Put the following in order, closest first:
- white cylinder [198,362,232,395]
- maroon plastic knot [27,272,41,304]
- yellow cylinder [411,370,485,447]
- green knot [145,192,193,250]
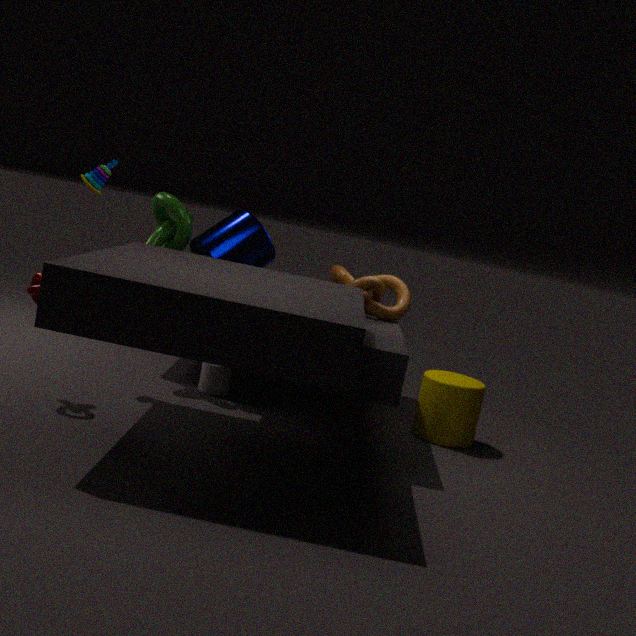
maroon plastic knot [27,272,41,304]
green knot [145,192,193,250]
yellow cylinder [411,370,485,447]
white cylinder [198,362,232,395]
